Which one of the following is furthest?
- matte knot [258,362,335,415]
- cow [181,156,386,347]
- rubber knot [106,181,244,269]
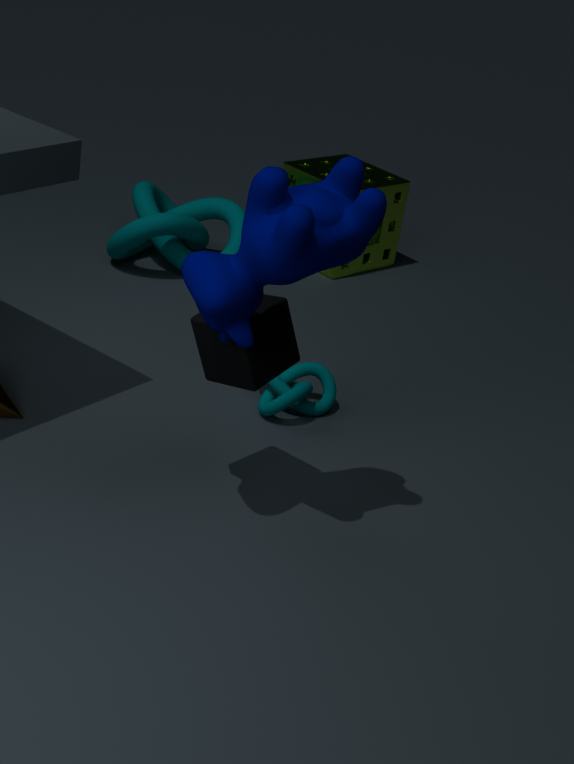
rubber knot [106,181,244,269]
